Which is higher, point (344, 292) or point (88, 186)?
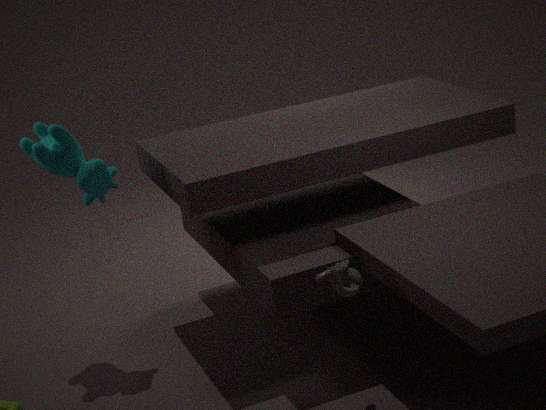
point (88, 186)
